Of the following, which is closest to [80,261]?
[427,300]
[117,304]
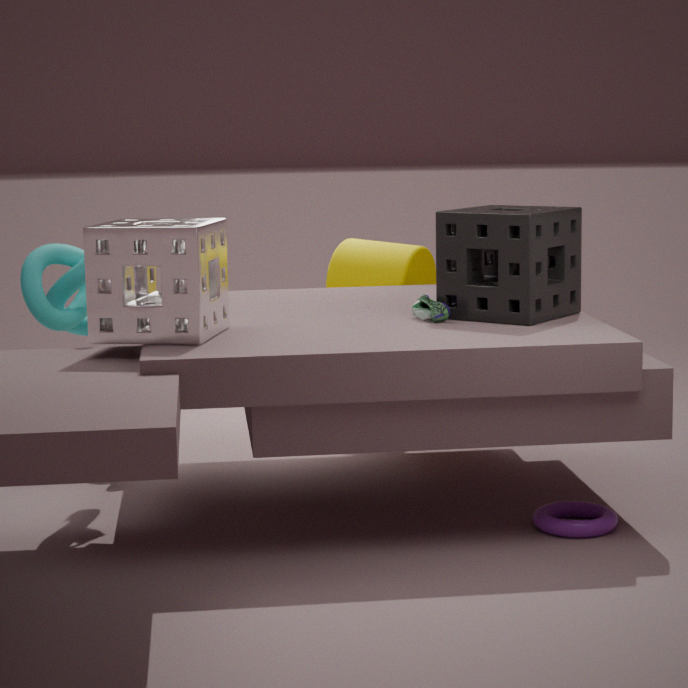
[117,304]
